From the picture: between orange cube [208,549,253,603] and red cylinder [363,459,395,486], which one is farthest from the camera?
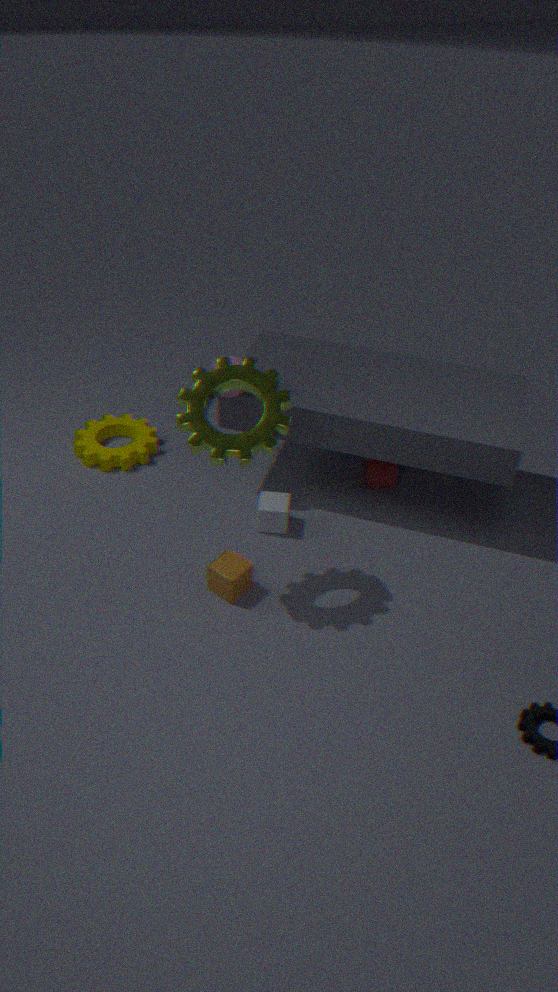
red cylinder [363,459,395,486]
